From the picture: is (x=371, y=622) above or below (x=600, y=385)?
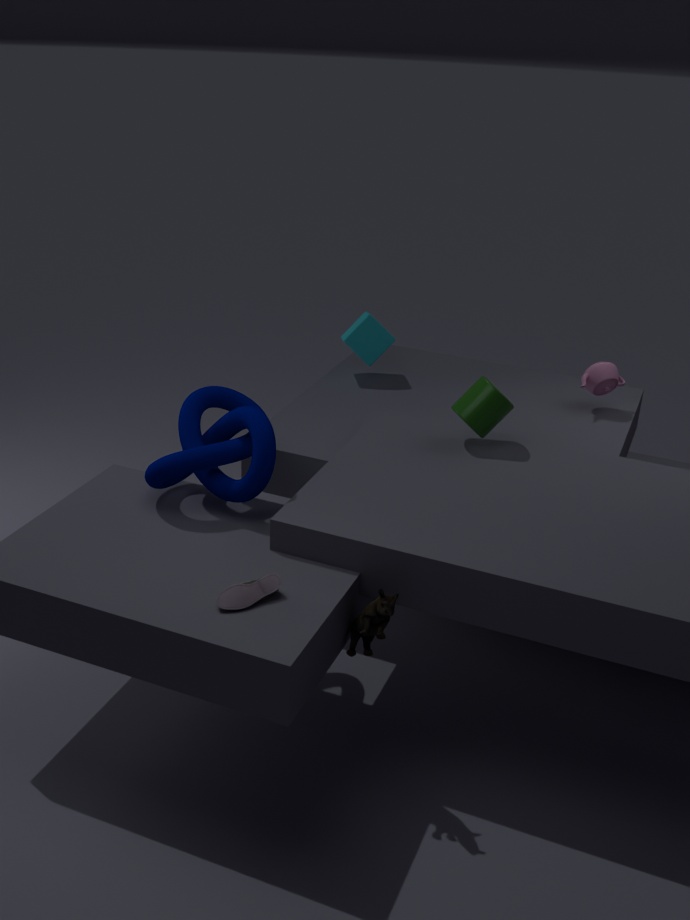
below
